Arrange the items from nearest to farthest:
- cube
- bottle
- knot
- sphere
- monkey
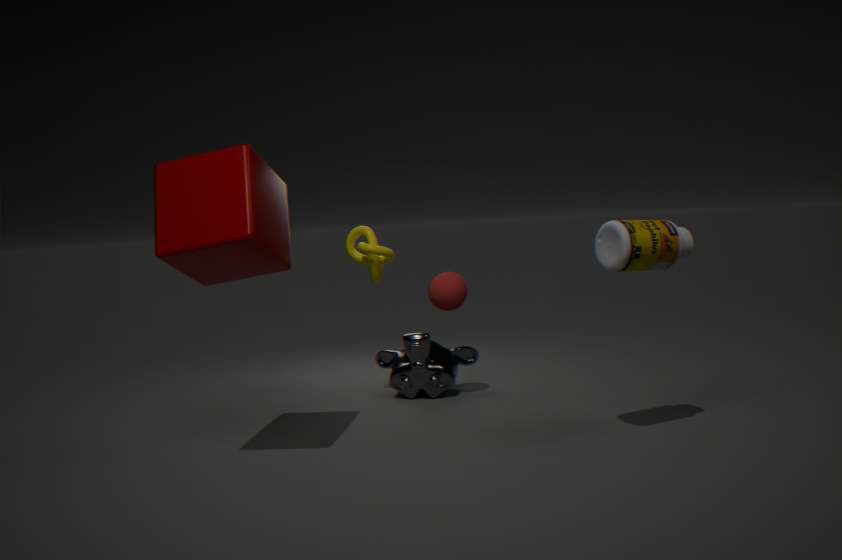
cube, bottle, knot, sphere, monkey
